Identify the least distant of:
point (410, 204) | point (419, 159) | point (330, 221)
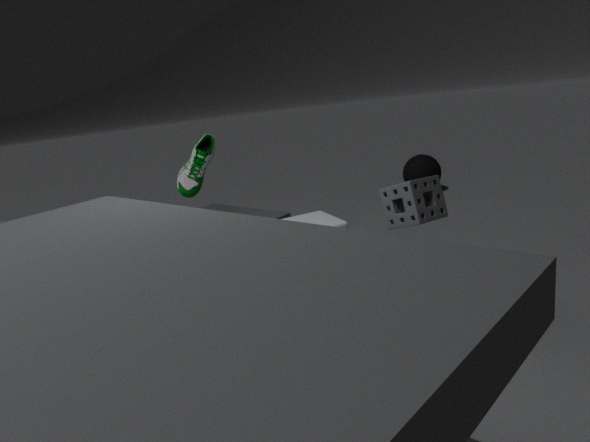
point (410, 204)
